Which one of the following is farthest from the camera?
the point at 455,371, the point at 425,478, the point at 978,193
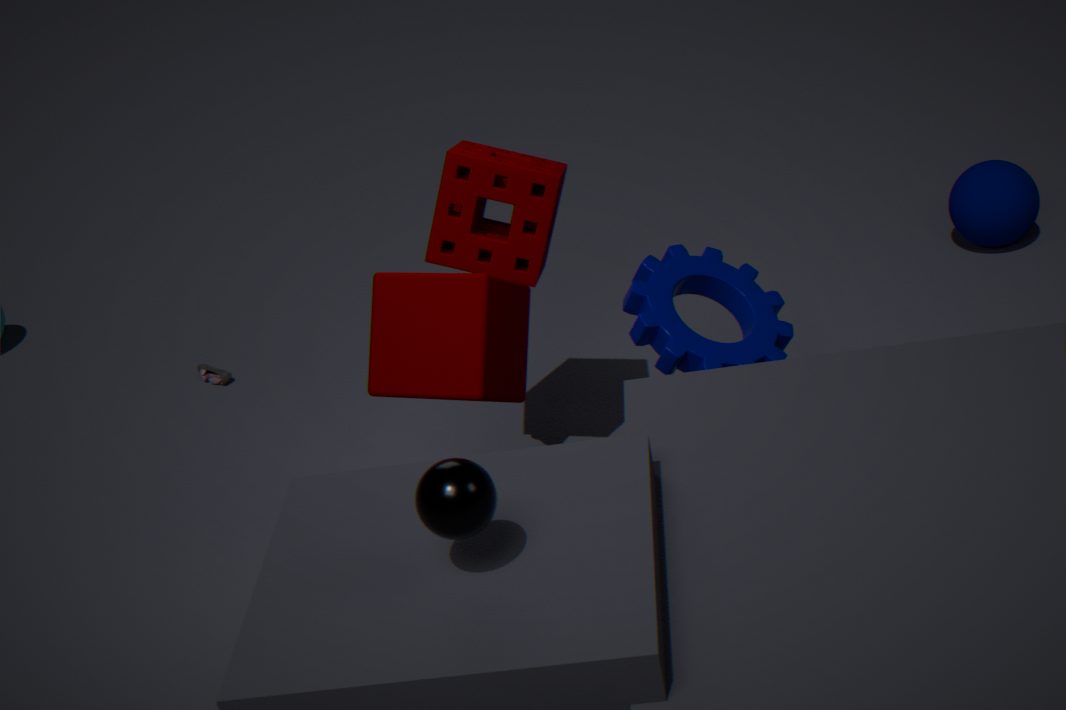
the point at 978,193
